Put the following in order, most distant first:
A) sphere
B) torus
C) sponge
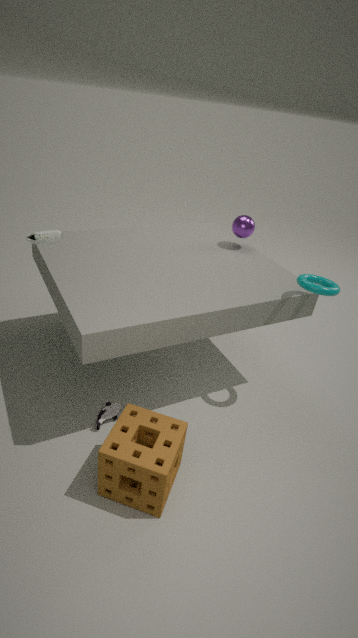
sphere, torus, sponge
